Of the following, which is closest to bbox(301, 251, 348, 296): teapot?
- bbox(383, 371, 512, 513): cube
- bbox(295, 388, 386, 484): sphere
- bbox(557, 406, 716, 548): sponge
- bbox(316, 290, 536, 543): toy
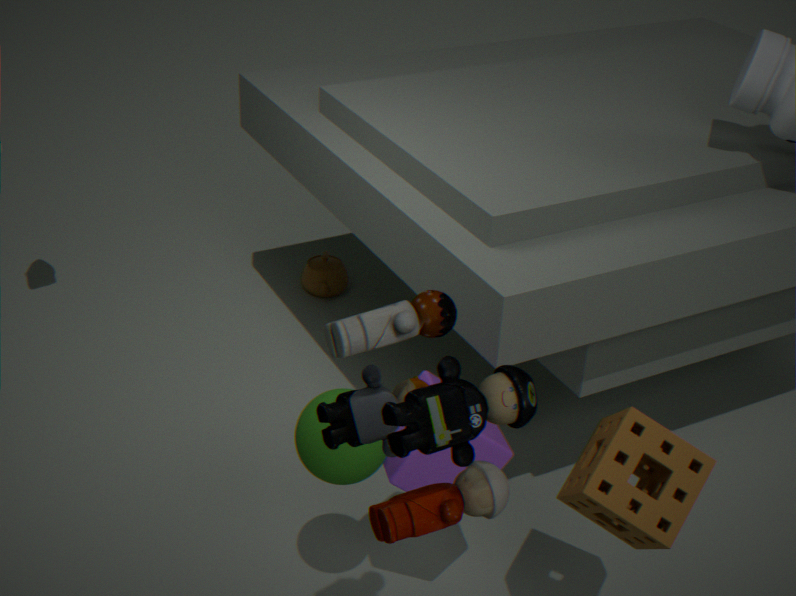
bbox(383, 371, 512, 513): cube
